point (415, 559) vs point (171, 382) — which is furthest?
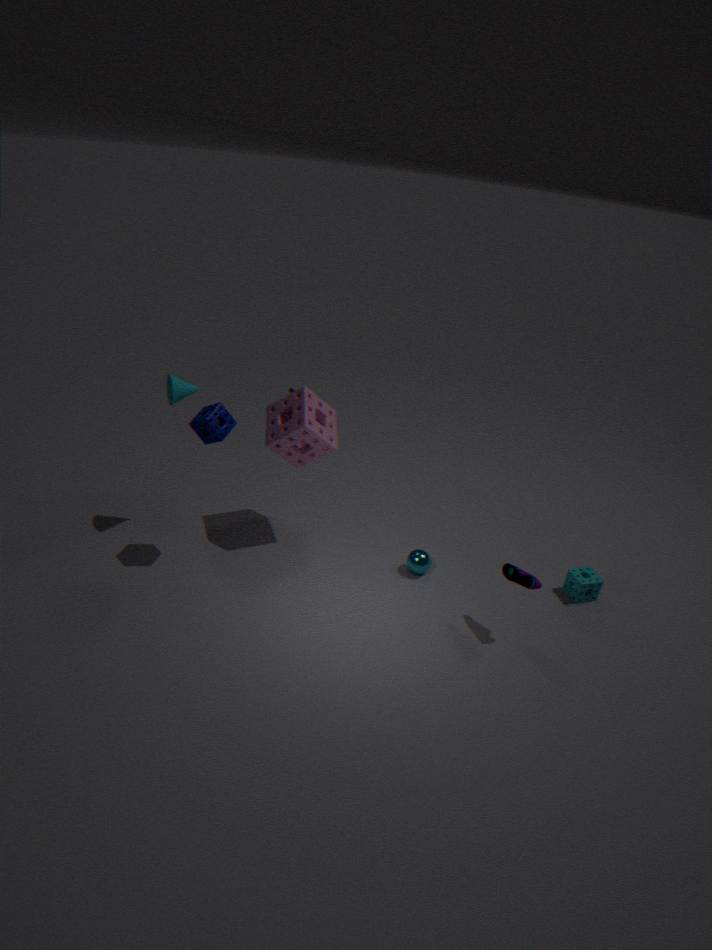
point (415, 559)
